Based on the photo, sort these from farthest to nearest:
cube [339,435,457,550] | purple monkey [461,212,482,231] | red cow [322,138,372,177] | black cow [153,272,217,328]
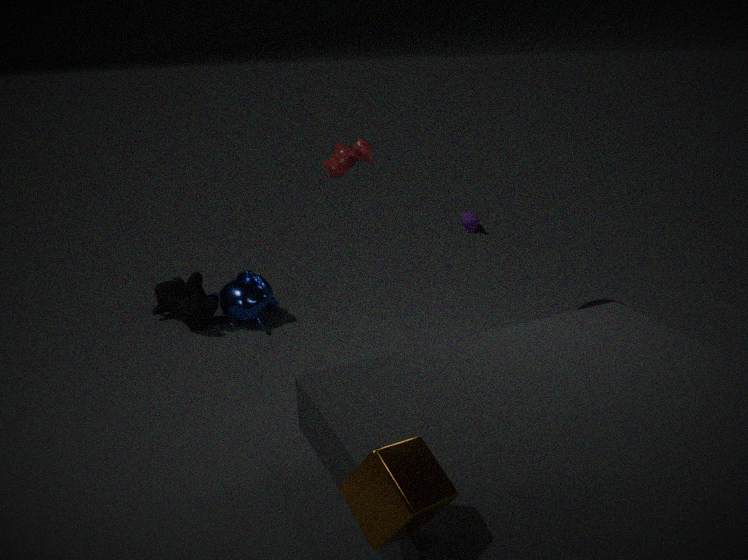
purple monkey [461,212,482,231], black cow [153,272,217,328], red cow [322,138,372,177], cube [339,435,457,550]
